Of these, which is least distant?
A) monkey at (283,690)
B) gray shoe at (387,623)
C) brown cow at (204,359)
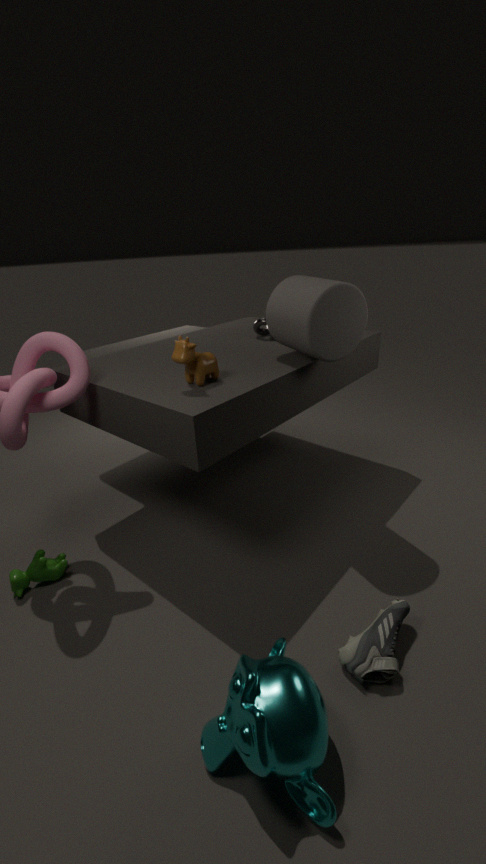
monkey at (283,690)
